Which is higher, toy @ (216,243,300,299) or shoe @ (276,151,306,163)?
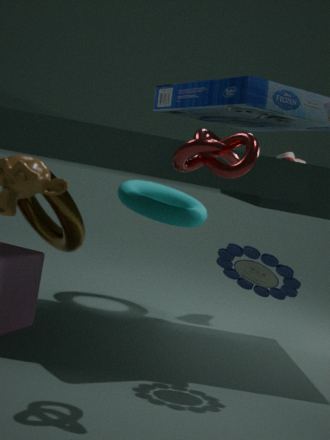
shoe @ (276,151,306,163)
